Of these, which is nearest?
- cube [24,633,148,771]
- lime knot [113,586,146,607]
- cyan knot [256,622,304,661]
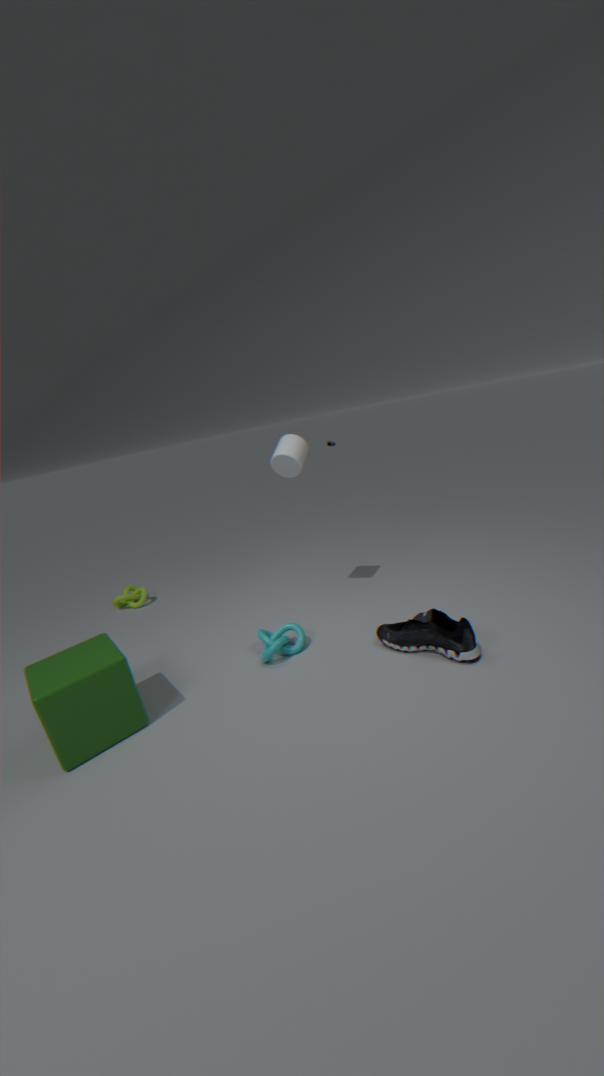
cube [24,633,148,771]
